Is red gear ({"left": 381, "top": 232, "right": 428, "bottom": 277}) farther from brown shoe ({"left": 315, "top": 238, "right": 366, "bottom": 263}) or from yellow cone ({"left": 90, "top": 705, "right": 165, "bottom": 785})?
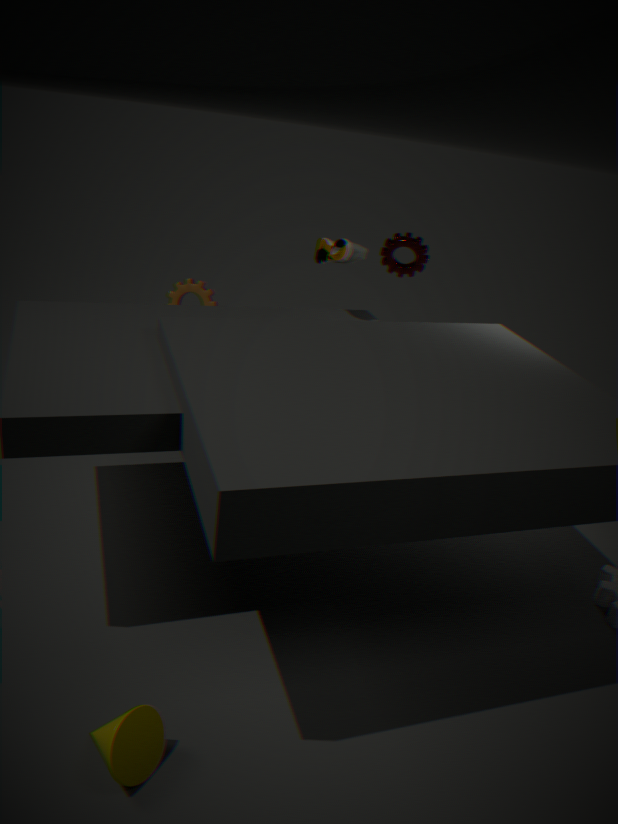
yellow cone ({"left": 90, "top": 705, "right": 165, "bottom": 785})
